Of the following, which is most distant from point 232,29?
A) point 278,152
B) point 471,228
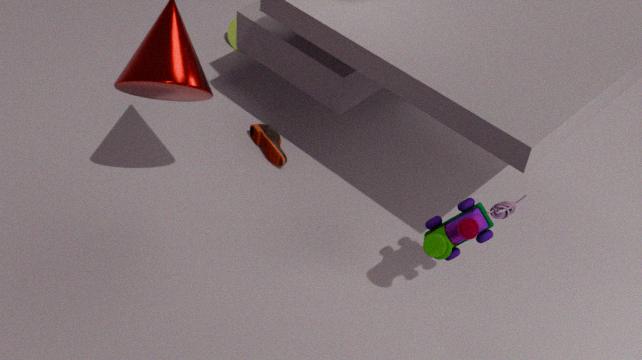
point 471,228
